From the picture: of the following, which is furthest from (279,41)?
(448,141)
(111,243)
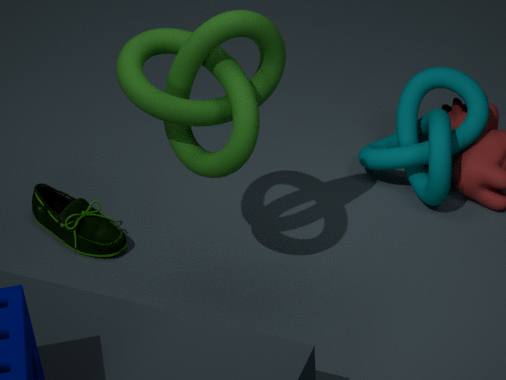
(448,141)
